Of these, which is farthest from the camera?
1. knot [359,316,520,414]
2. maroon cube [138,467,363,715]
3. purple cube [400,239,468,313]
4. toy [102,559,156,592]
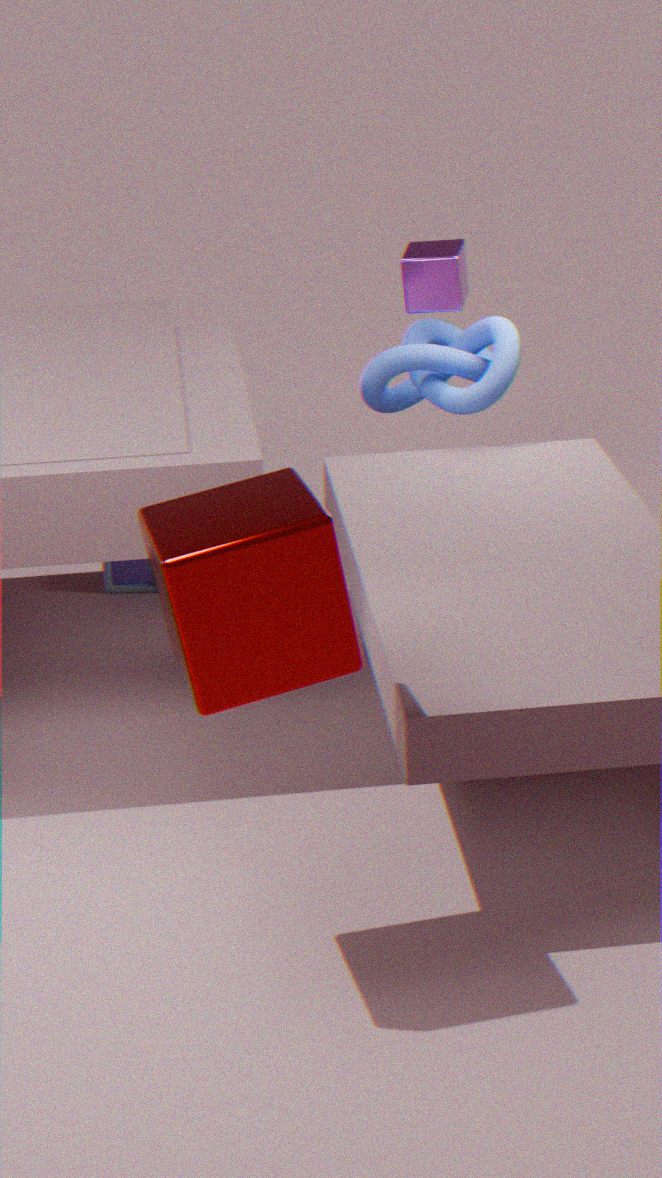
toy [102,559,156,592]
